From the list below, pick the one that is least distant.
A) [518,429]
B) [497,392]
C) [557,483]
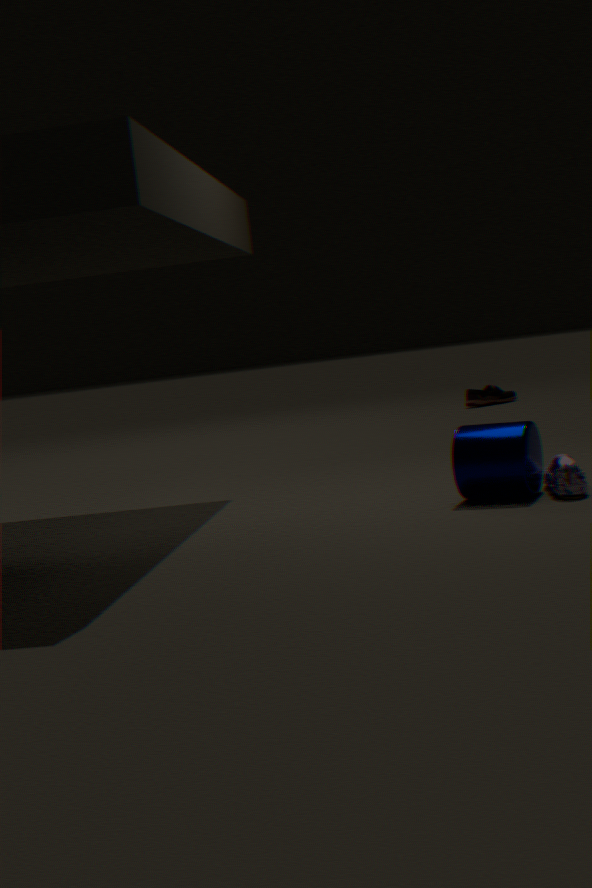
[557,483]
